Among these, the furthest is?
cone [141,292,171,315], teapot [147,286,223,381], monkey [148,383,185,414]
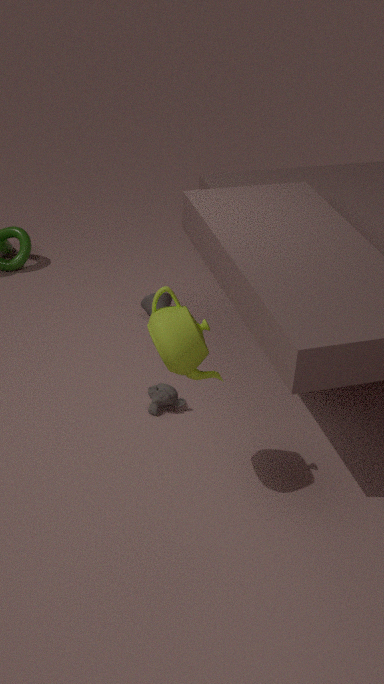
cone [141,292,171,315]
